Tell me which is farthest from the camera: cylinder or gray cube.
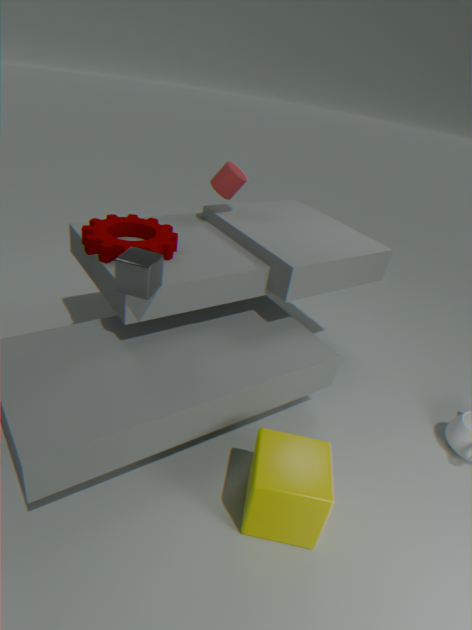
cylinder
